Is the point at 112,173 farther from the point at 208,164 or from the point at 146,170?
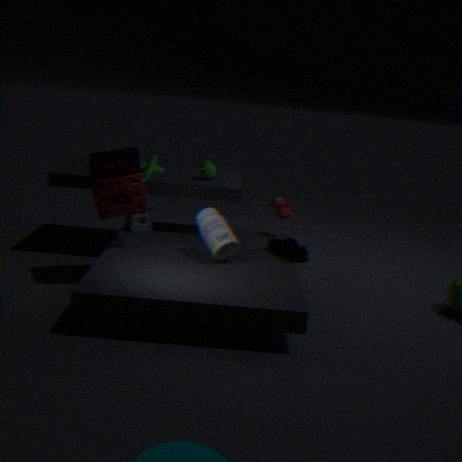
the point at 208,164
